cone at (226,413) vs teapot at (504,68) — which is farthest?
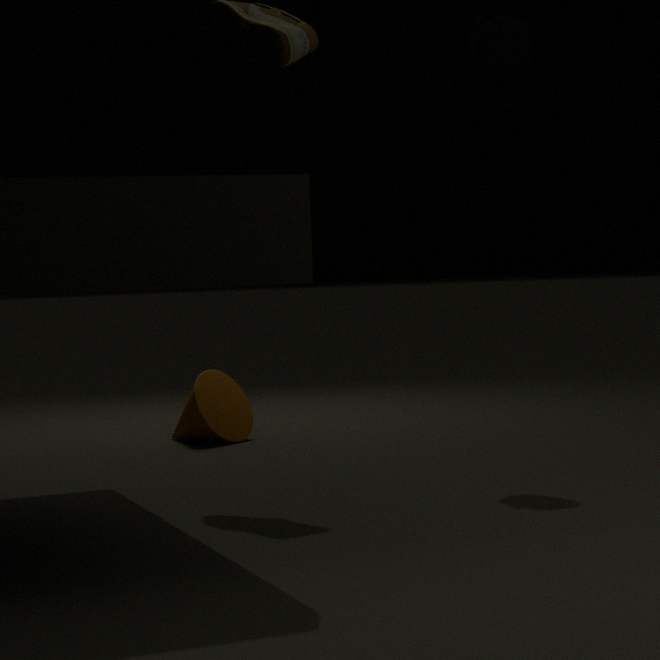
cone at (226,413)
